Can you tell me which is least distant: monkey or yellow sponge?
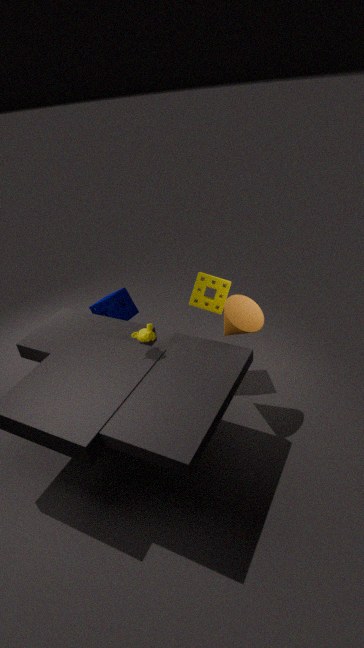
monkey
